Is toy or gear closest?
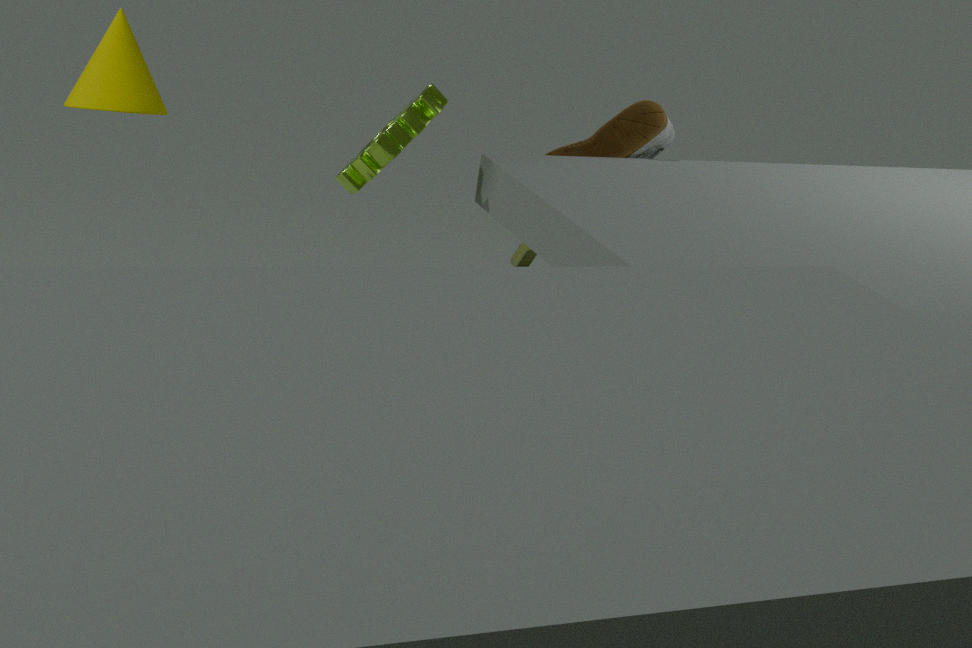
gear
